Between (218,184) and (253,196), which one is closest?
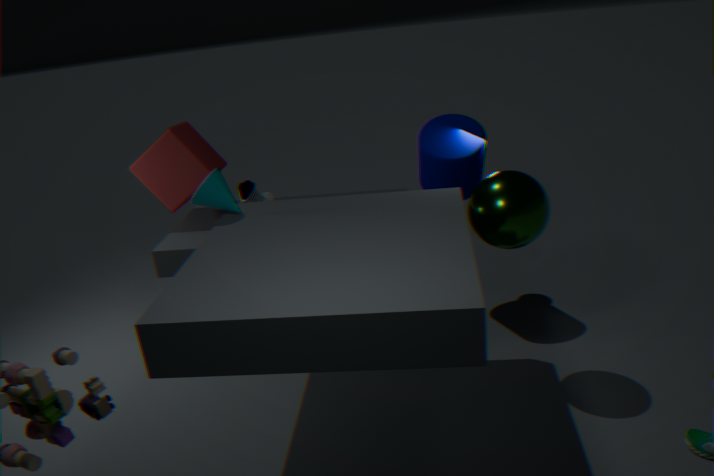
(218,184)
